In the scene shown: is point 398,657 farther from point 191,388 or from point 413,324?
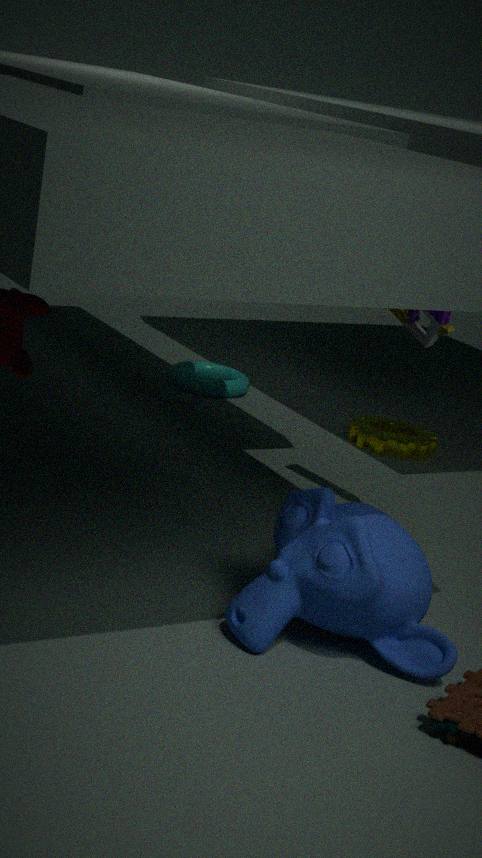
point 191,388
